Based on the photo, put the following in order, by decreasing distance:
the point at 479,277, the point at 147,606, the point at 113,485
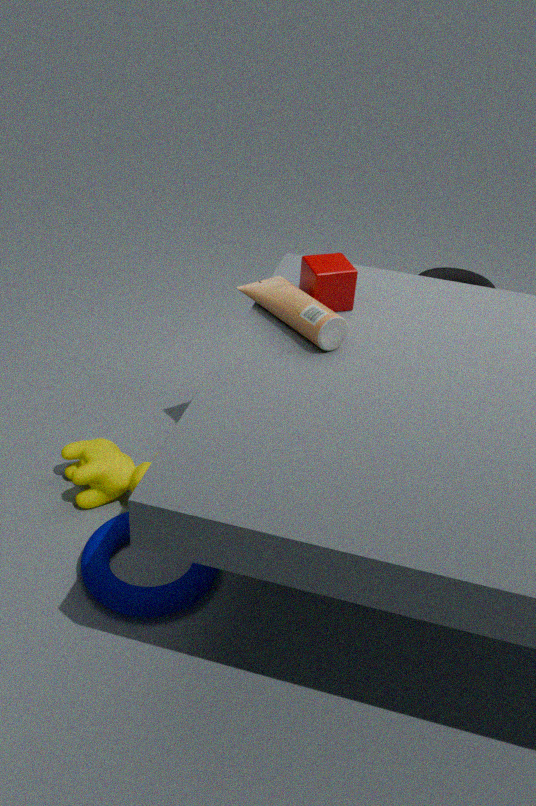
the point at 479,277 < the point at 113,485 < the point at 147,606
